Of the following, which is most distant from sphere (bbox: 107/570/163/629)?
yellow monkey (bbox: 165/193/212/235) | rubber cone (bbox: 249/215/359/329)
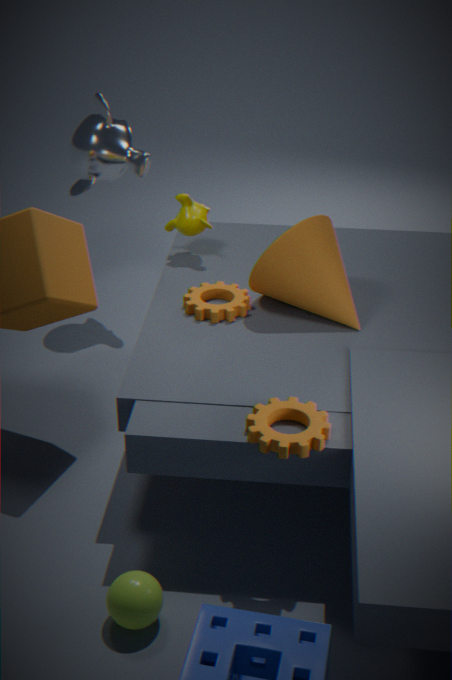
yellow monkey (bbox: 165/193/212/235)
